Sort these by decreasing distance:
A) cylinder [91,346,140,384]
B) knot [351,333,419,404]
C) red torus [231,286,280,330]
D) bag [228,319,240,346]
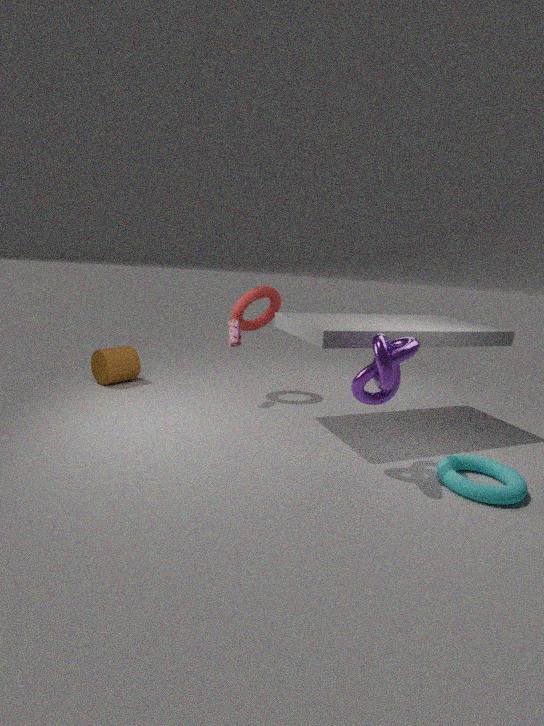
cylinder [91,346,140,384] < red torus [231,286,280,330] < bag [228,319,240,346] < knot [351,333,419,404]
